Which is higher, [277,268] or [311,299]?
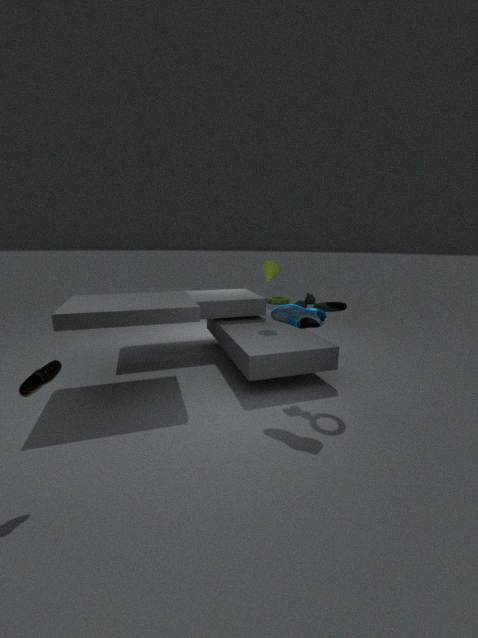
[277,268]
